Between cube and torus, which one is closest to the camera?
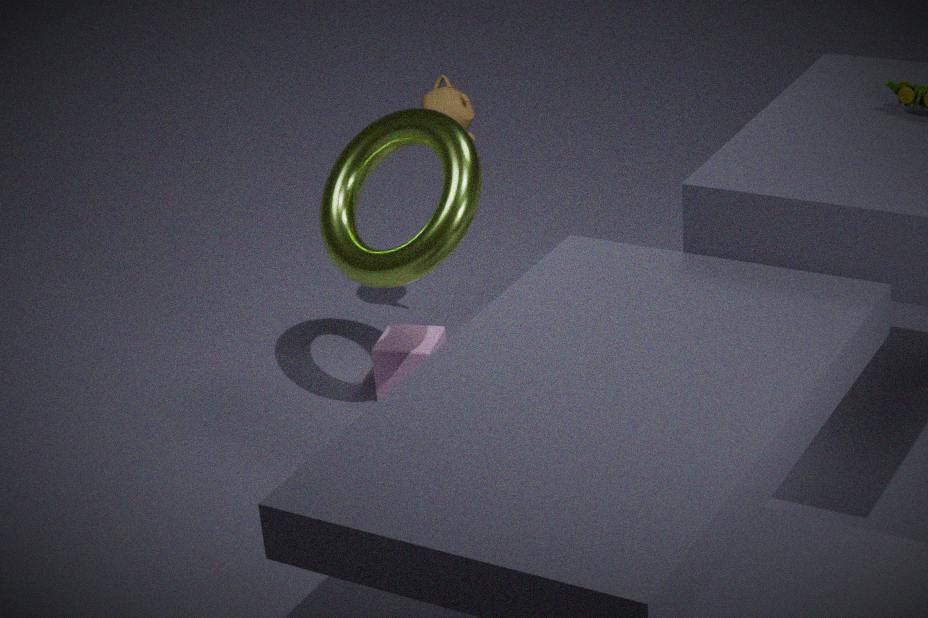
torus
